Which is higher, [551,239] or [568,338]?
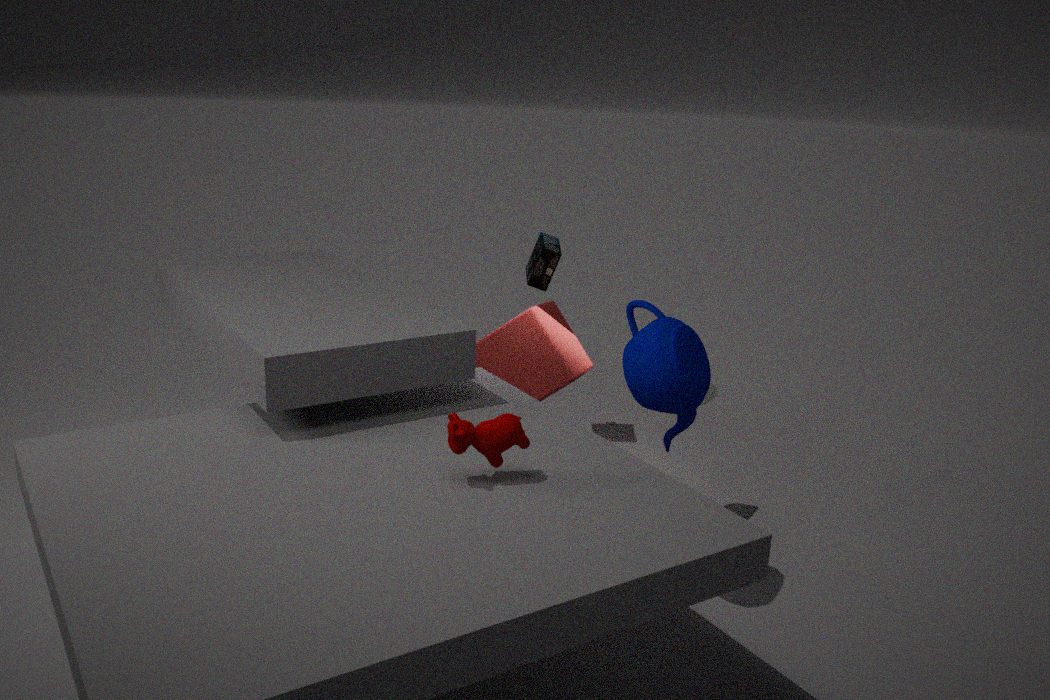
[551,239]
